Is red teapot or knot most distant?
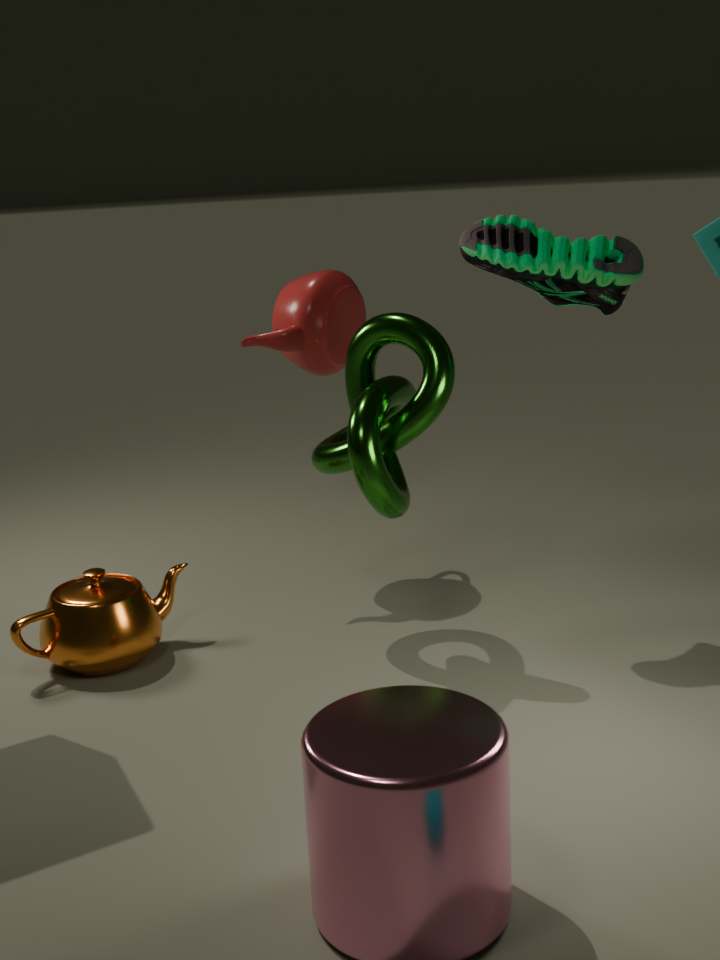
red teapot
